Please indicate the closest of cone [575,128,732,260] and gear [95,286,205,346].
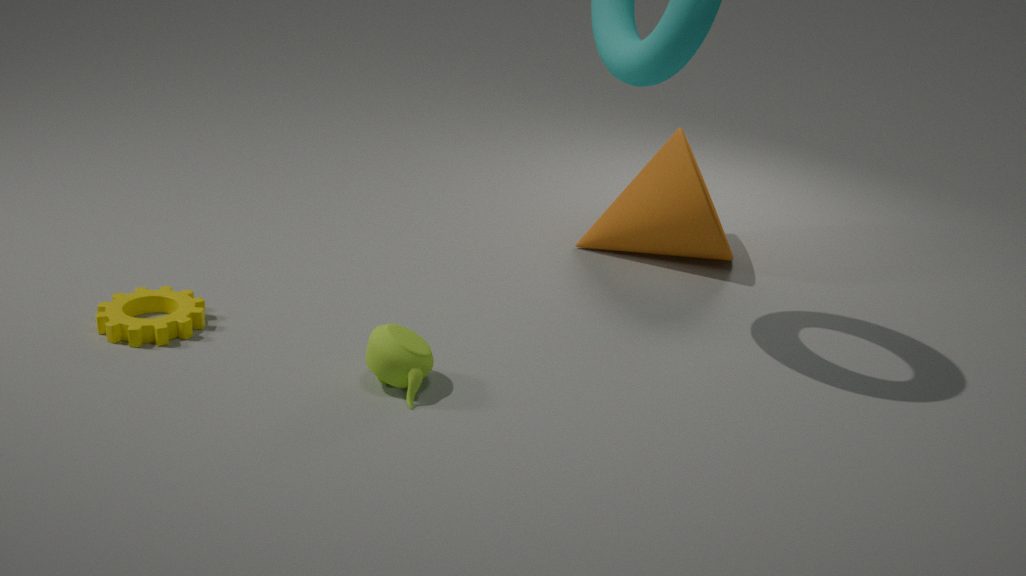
gear [95,286,205,346]
